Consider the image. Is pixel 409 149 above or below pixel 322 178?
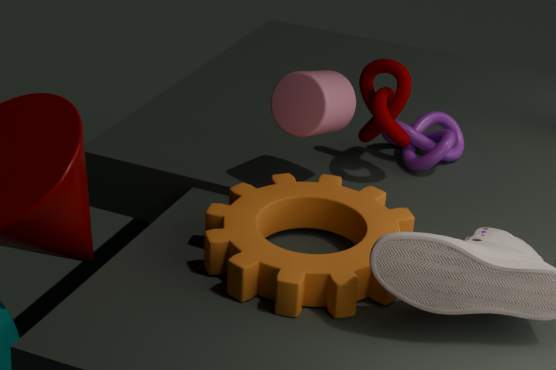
above
